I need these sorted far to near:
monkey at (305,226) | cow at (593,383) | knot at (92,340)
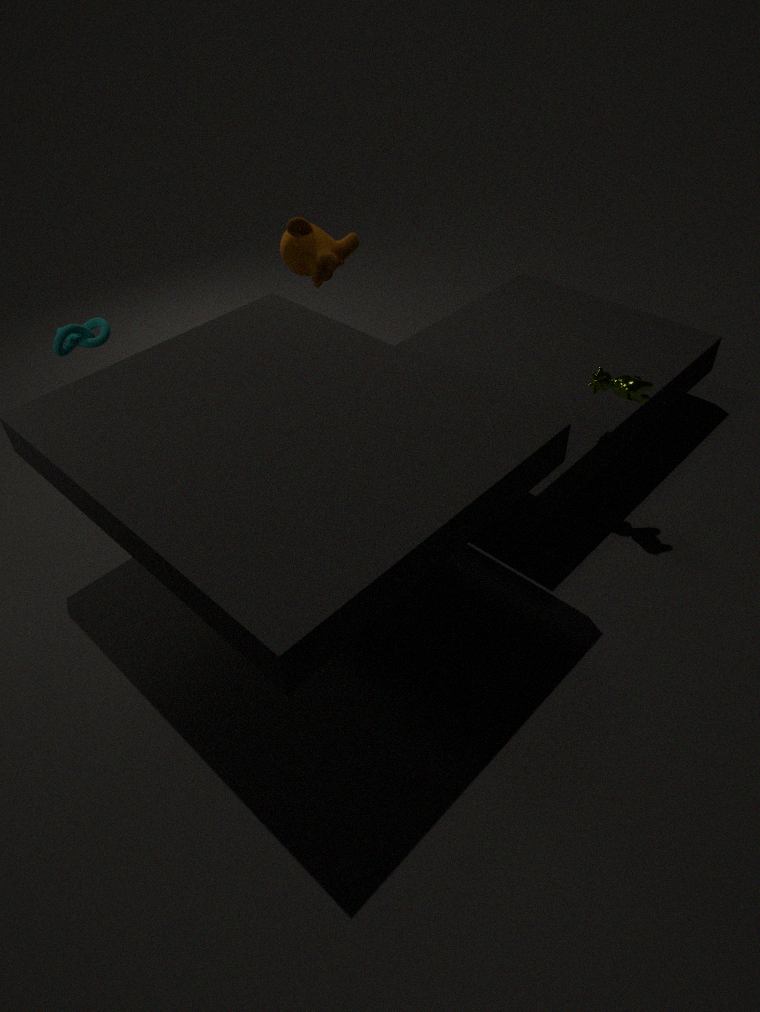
monkey at (305,226) → knot at (92,340) → cow at (593,383)
